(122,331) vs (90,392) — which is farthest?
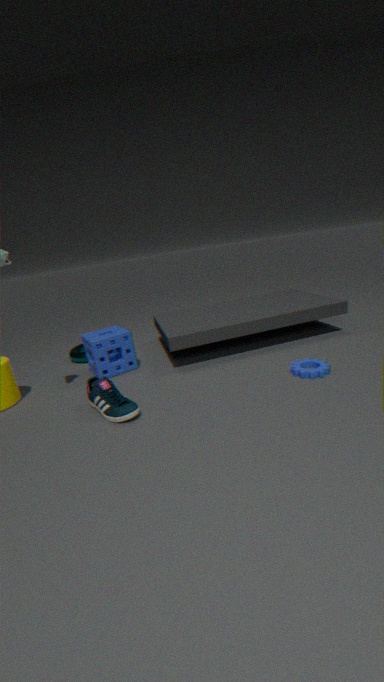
(122,331)
